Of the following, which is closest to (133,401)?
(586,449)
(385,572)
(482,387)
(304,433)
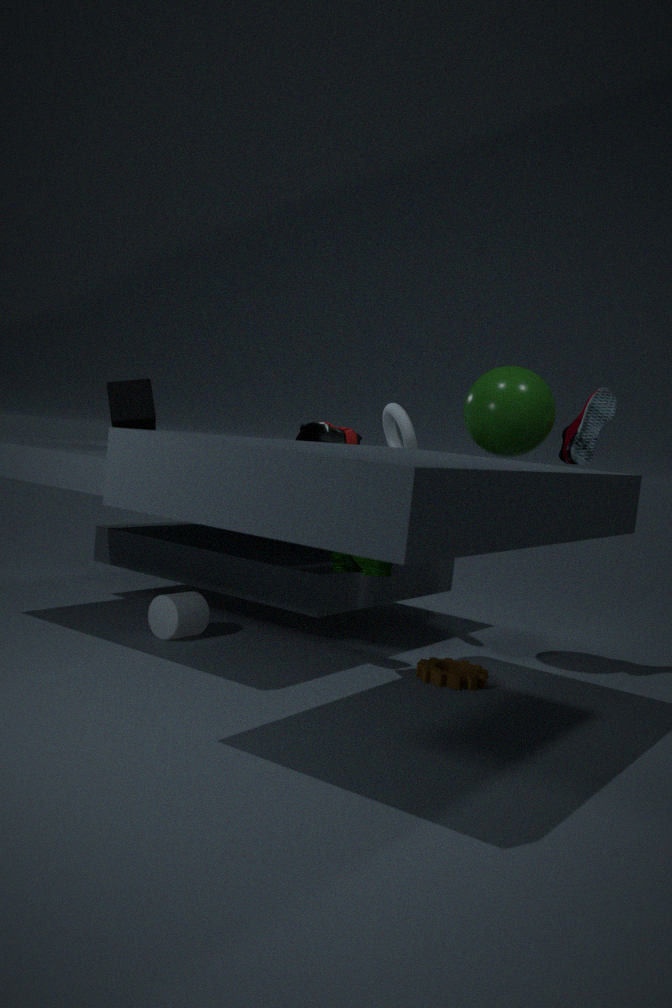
(304,433)
